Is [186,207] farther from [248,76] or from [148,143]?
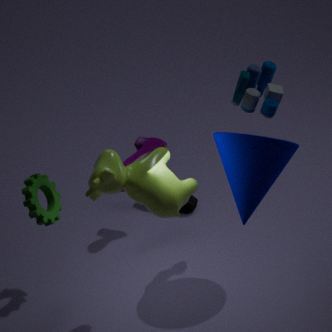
[248,76]
